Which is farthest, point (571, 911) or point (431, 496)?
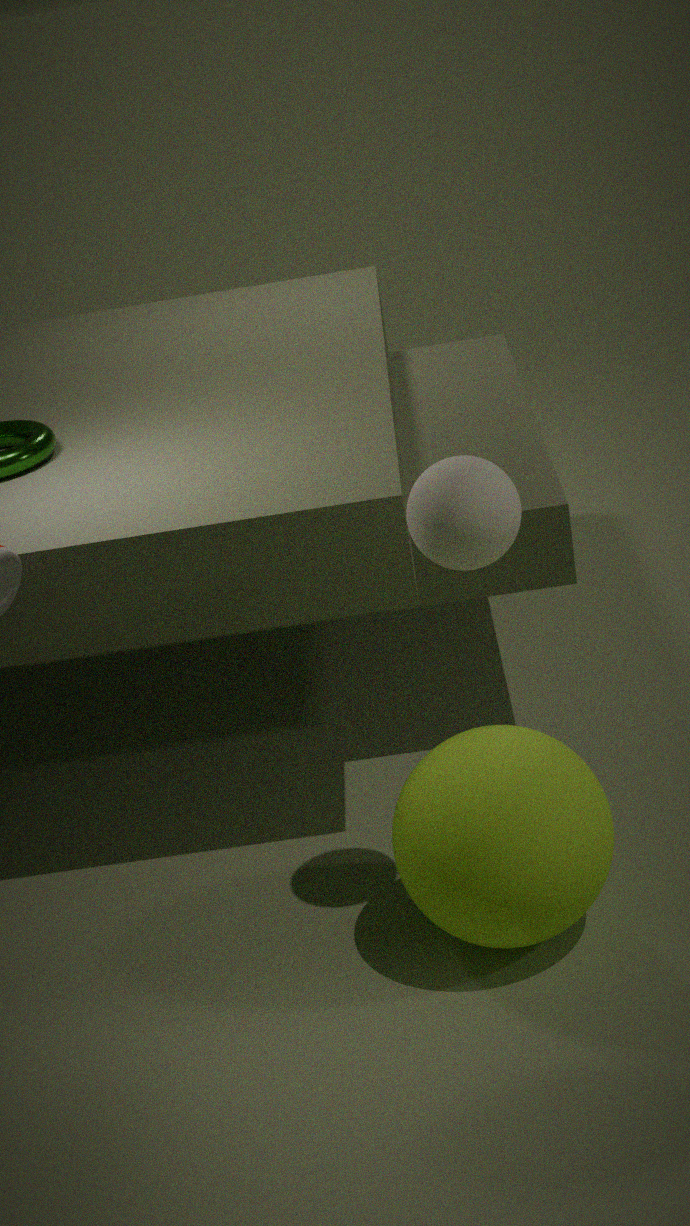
point (571, 911)
